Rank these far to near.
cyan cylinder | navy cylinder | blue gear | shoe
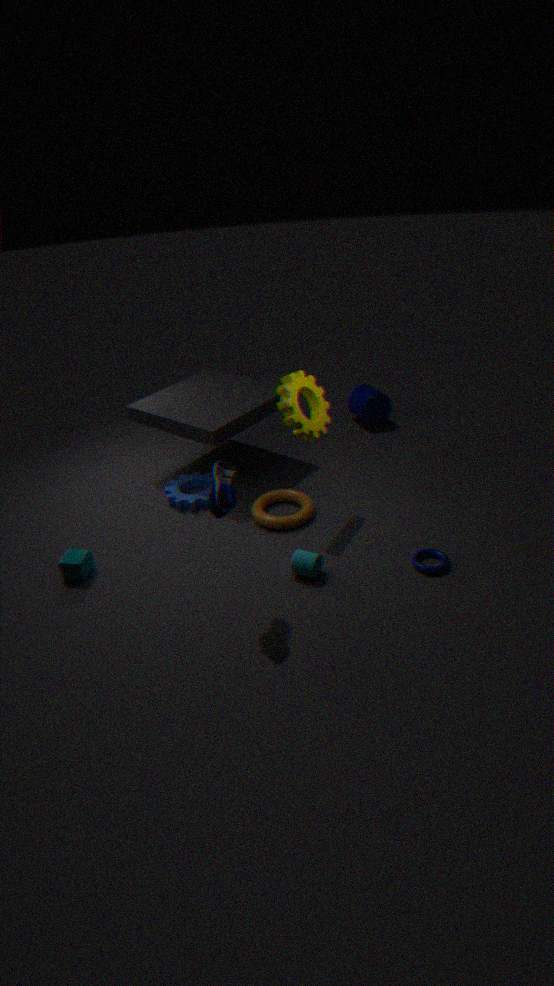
1. navy cylinder
2. blue gear
3. cyan cylinder
4. shoe
